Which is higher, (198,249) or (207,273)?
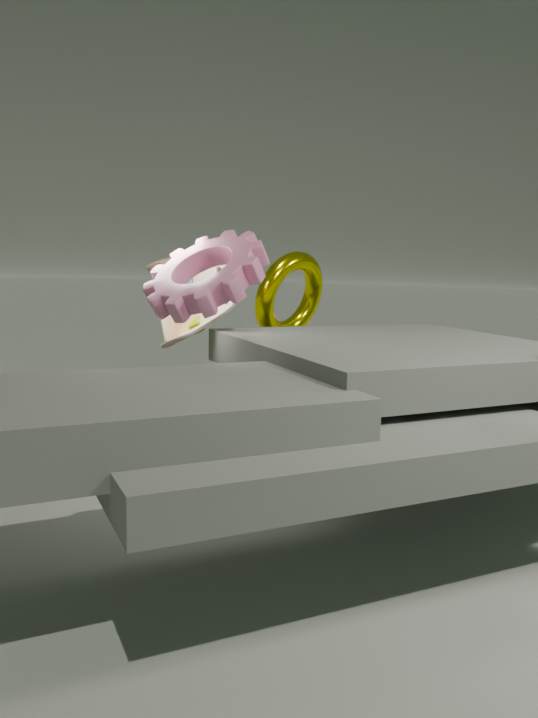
(198,249)
